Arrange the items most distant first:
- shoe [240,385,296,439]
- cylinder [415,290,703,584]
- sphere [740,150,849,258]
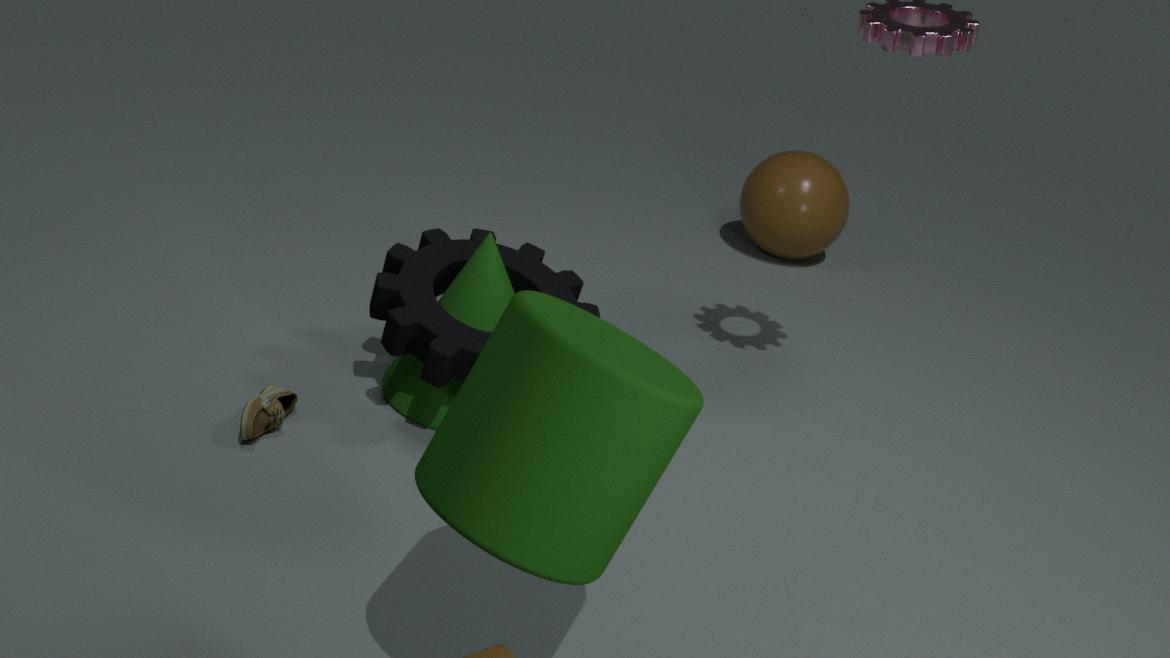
sphere [740,150,849,258], shoe [240,385,296,439], cylinder [415,290,703,584]
